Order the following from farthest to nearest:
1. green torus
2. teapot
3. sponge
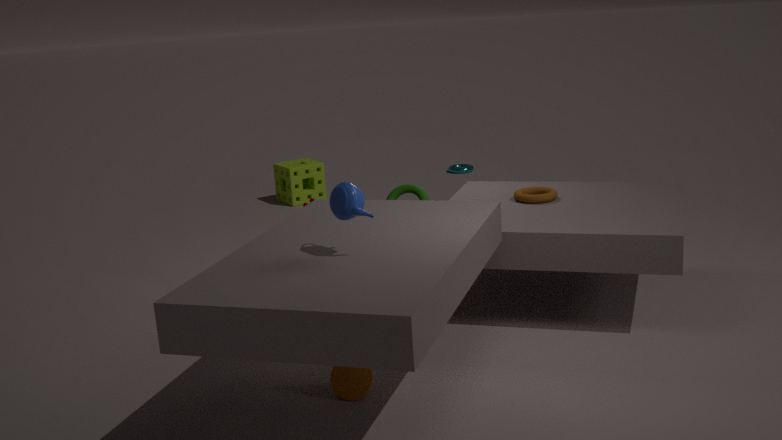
1. sponge
2. green torus
3. teapot
